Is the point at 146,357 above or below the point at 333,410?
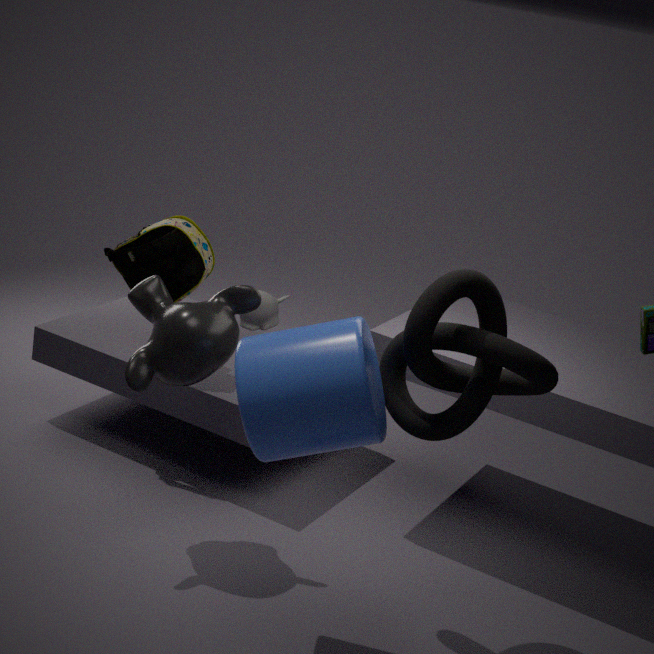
below
